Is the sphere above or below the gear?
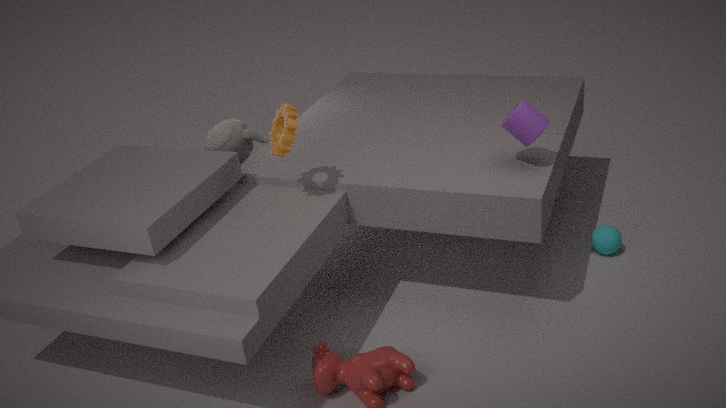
below
